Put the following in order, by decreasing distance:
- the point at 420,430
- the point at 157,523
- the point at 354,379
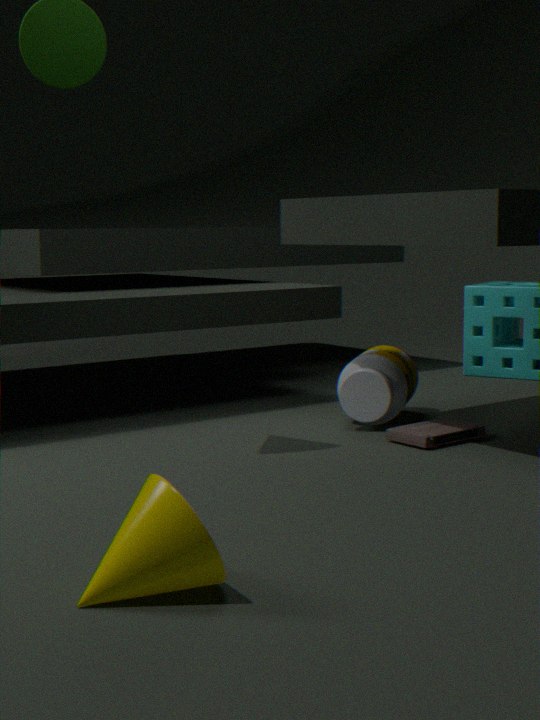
the point at 354,379
the point at 420,430
the point at 157,523
